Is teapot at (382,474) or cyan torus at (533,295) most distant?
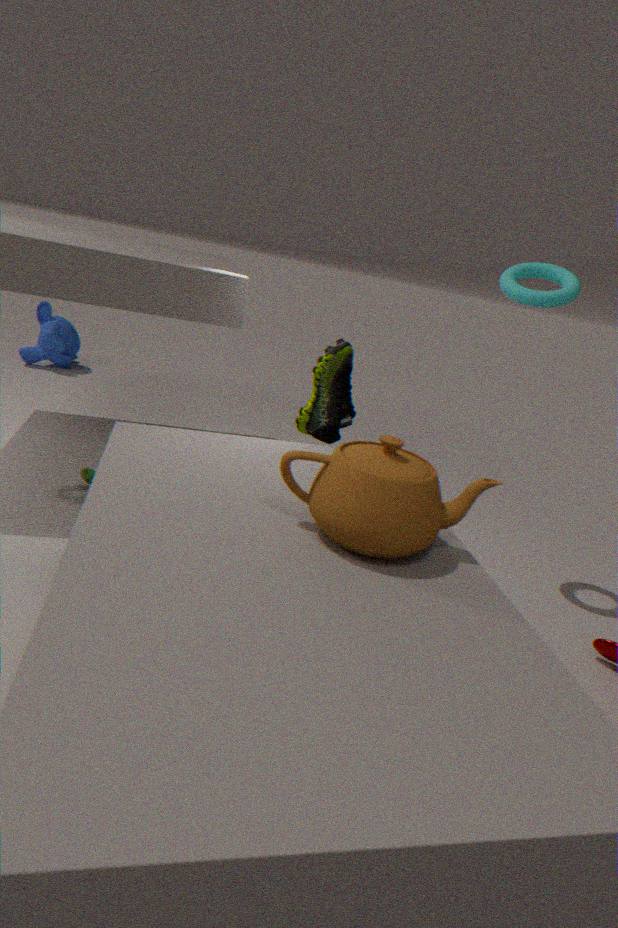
cyan torus at (533,295)
